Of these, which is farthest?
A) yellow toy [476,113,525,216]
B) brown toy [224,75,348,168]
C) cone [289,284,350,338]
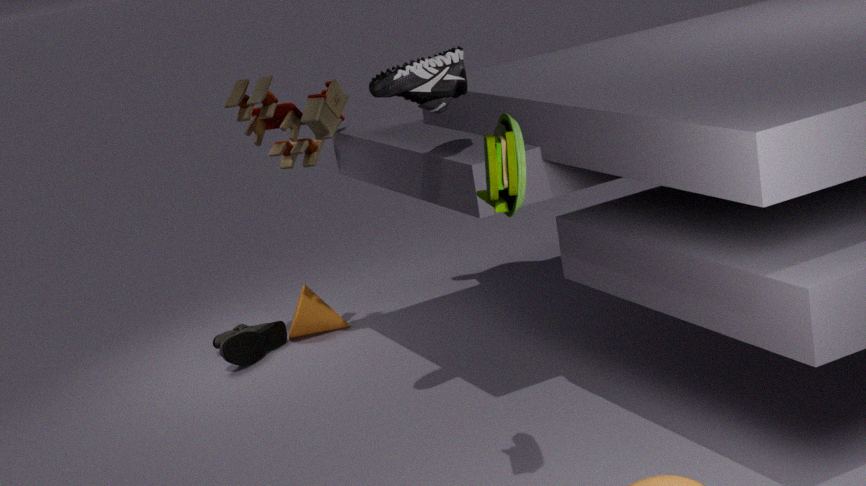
cone [289,284,350,338]
